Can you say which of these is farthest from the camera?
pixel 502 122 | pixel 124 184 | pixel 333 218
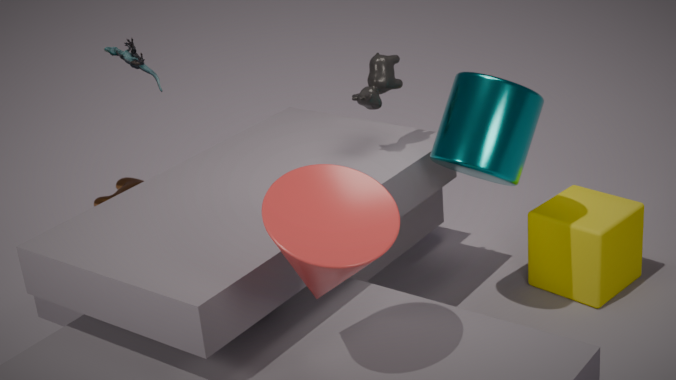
pixel 124 184
